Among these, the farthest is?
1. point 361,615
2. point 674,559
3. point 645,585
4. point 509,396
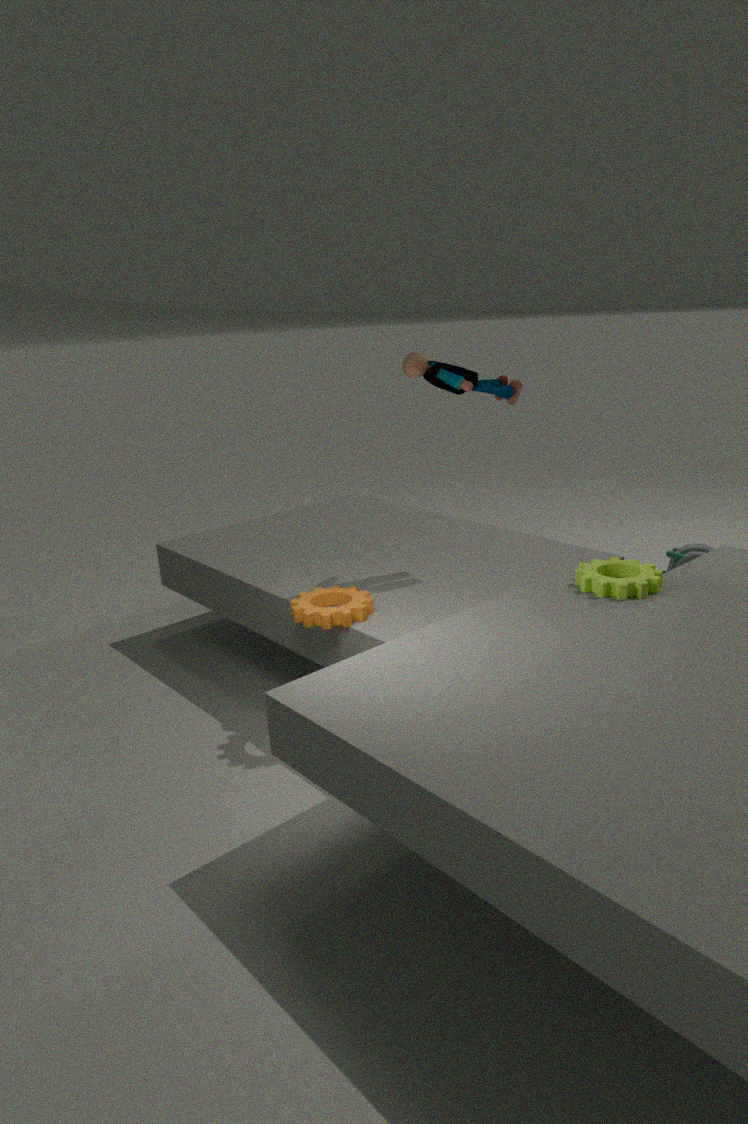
point 674,559
